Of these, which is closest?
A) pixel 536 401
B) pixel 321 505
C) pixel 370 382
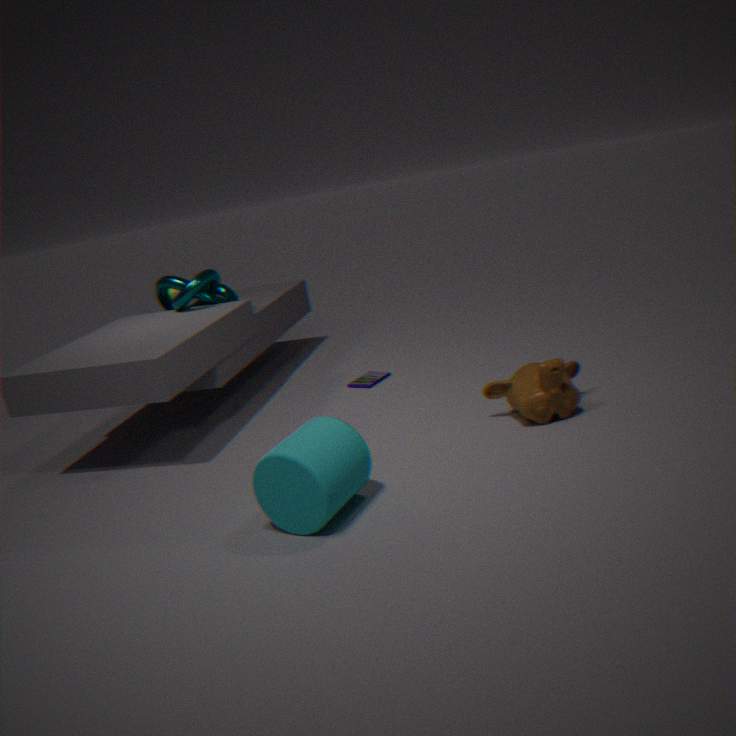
pixel 321 505
